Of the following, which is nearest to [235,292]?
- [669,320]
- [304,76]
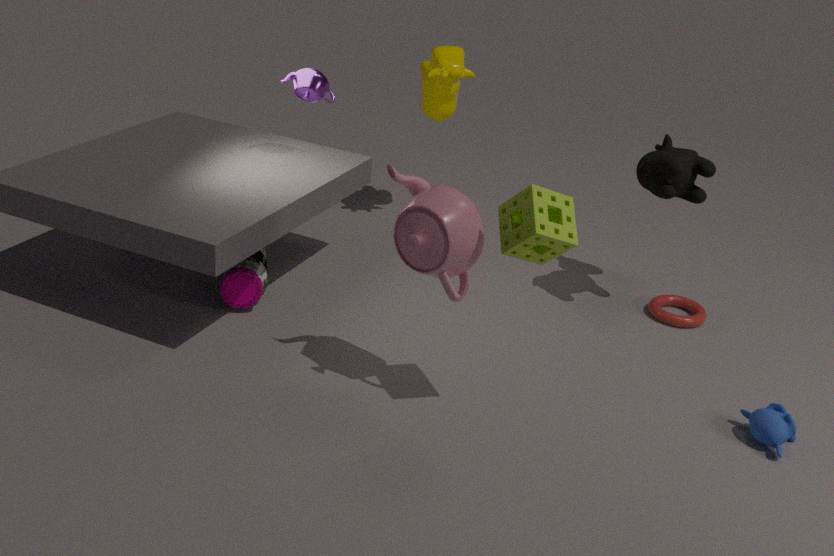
[304,76]
